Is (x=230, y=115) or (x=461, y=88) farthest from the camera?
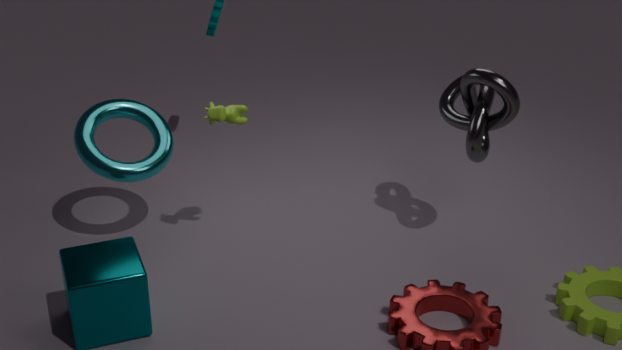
(x=461, y=88)
